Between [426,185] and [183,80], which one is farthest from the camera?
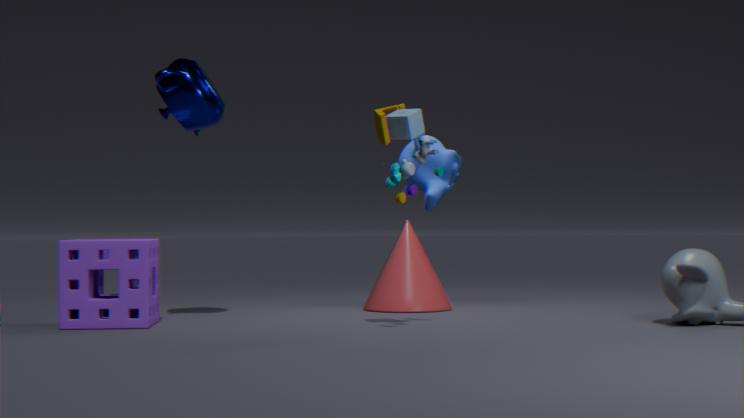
[426,185]
